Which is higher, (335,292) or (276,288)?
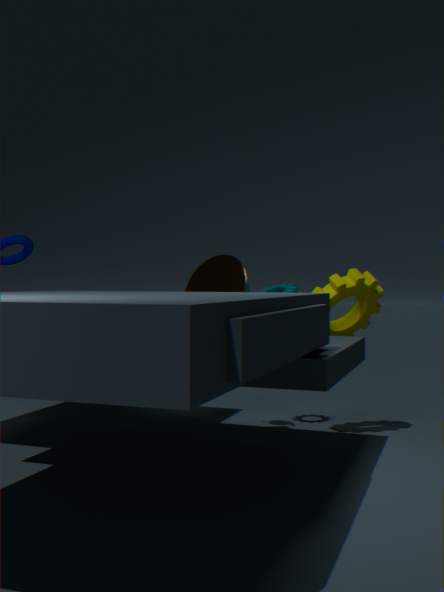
(276,288)
